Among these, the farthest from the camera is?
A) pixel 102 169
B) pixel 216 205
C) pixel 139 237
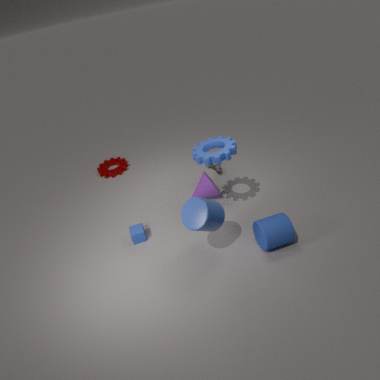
pixel 102 169
